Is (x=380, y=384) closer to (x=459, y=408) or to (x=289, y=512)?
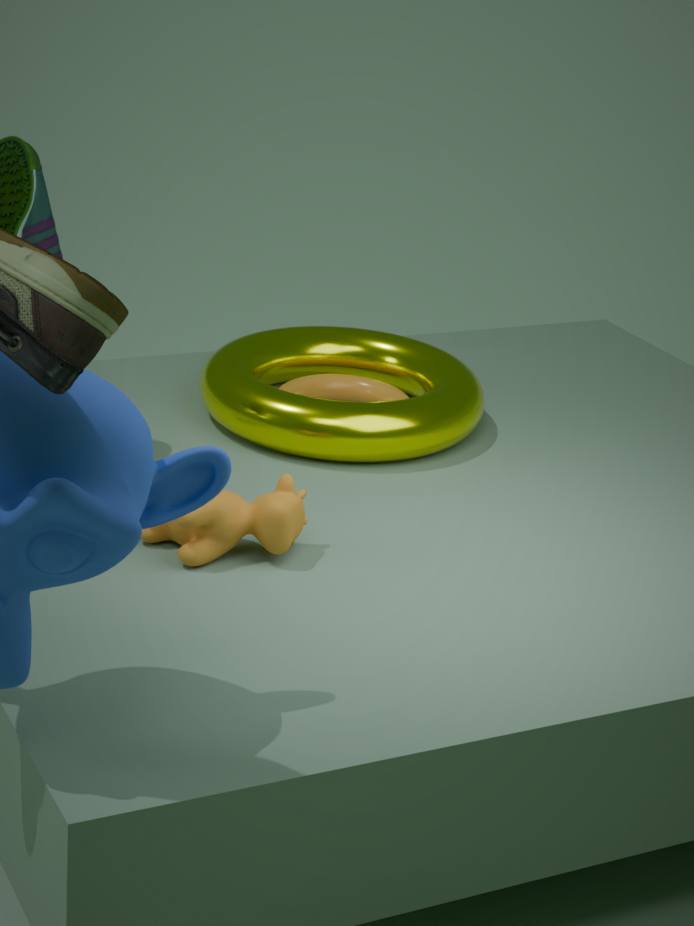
(x=459, y=408)
